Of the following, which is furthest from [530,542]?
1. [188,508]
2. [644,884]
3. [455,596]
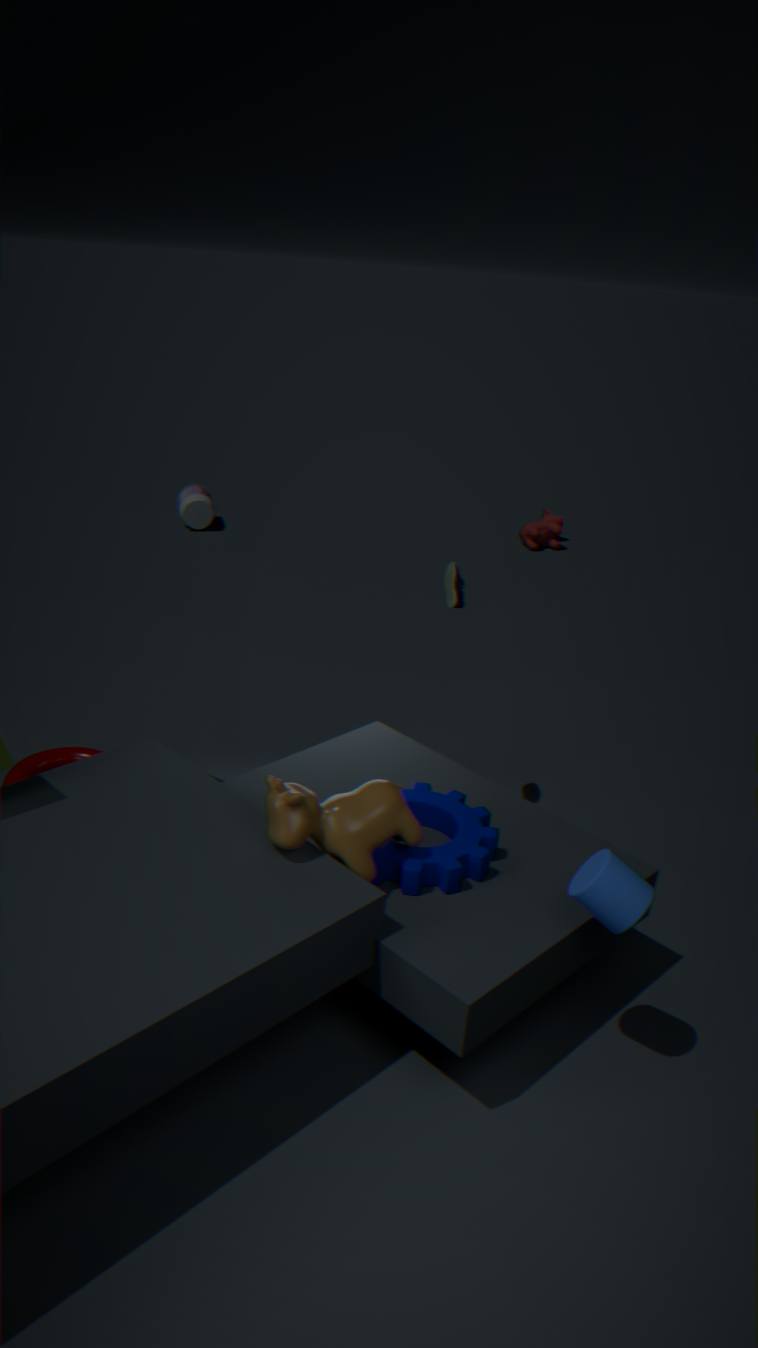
[644,884]
